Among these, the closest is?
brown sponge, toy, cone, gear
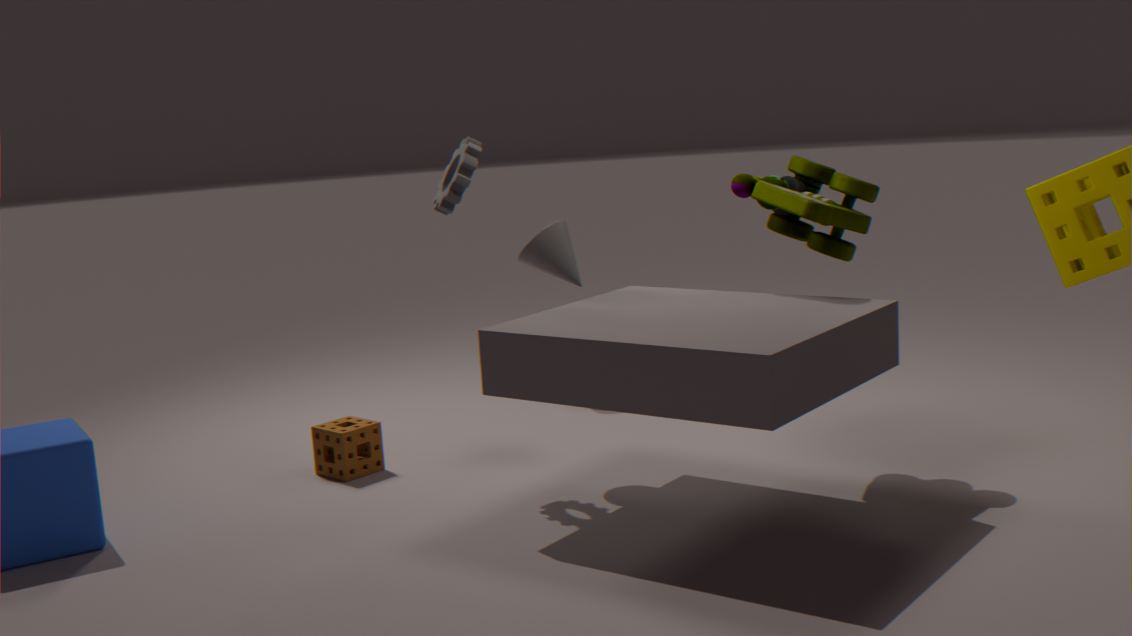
toy
